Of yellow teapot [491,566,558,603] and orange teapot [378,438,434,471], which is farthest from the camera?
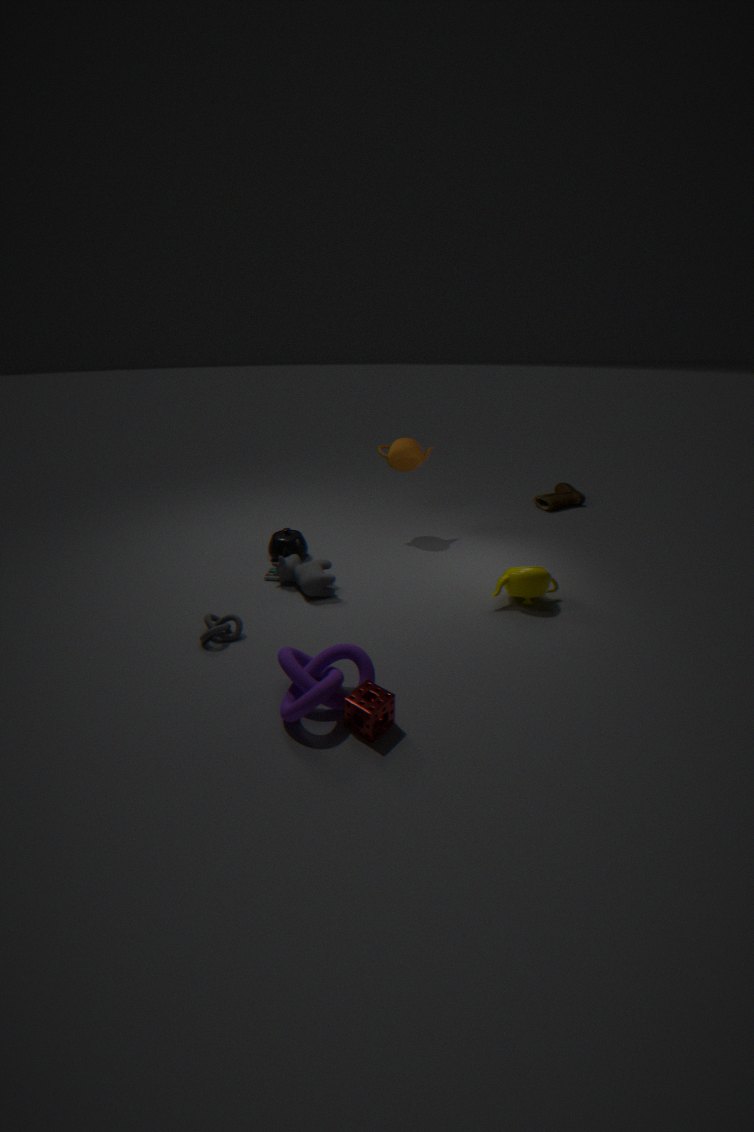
orange teapot [378,438,434,471]
